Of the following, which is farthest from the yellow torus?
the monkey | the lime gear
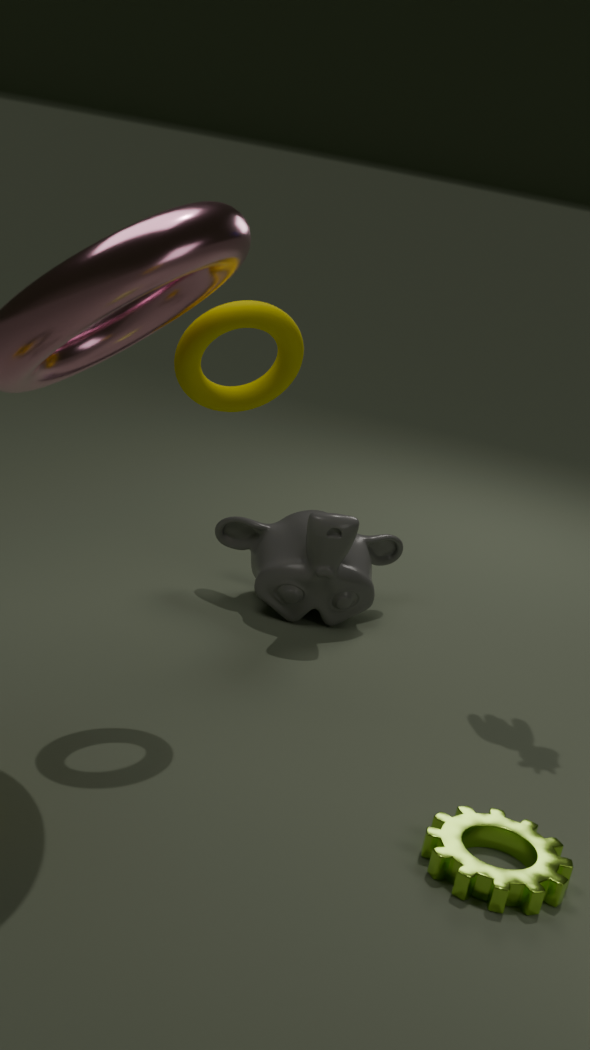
the lime gear
